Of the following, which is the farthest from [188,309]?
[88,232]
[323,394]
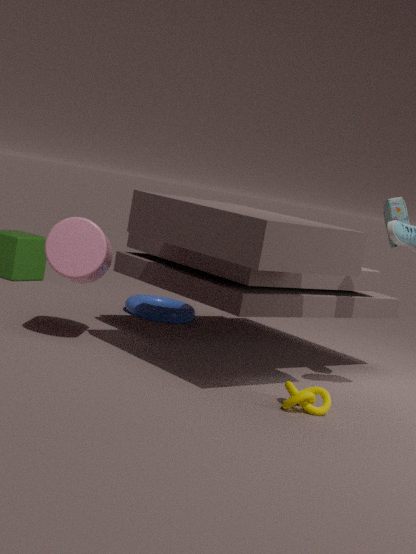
[323,394]
